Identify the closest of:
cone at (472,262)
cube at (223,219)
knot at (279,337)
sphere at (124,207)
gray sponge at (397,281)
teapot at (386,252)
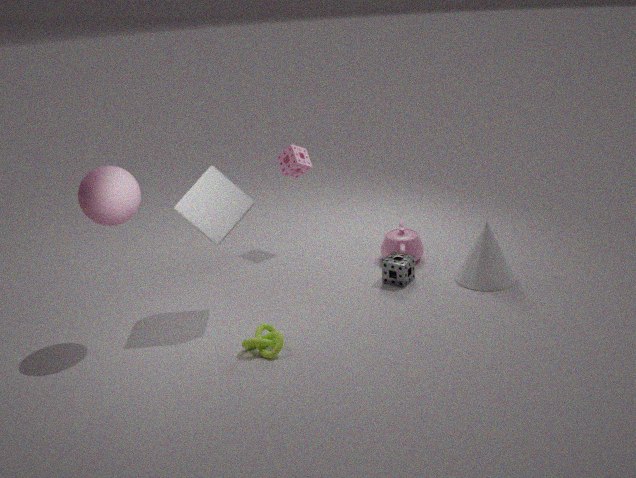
sphere at (124,207)
